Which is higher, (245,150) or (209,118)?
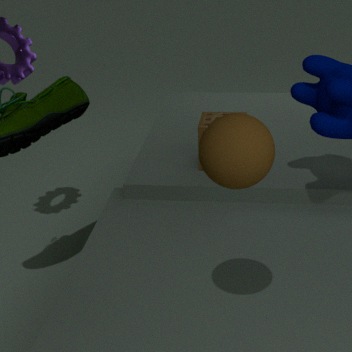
(245,150)
